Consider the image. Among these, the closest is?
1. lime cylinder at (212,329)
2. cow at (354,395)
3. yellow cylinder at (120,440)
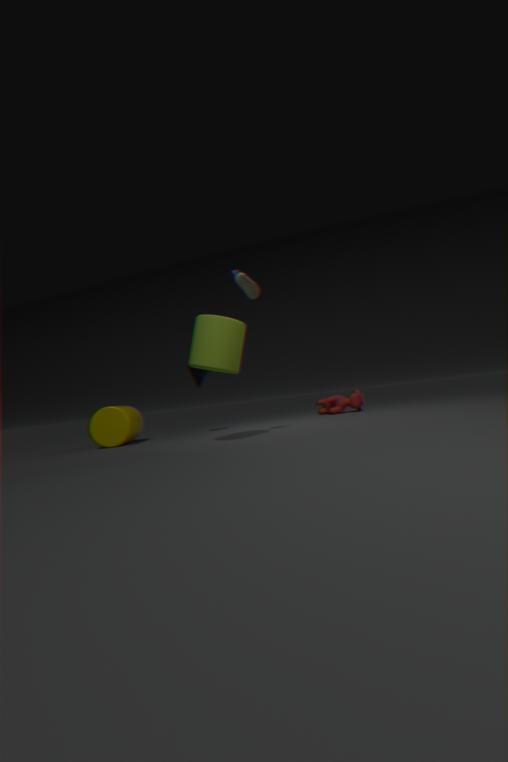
lime cylinder at (212,329)
